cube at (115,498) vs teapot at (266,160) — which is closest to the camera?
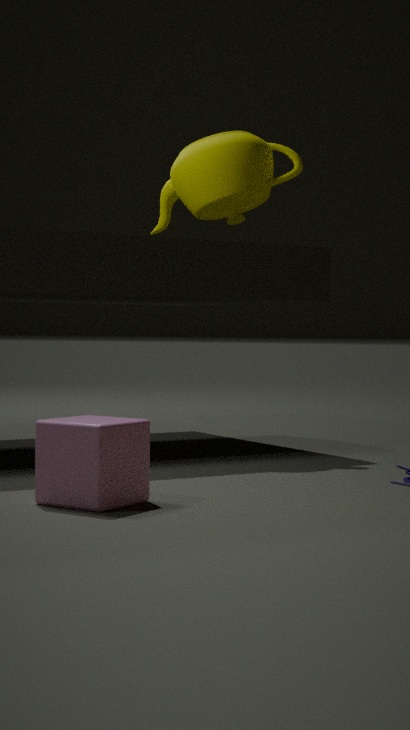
cube at (115,498)
